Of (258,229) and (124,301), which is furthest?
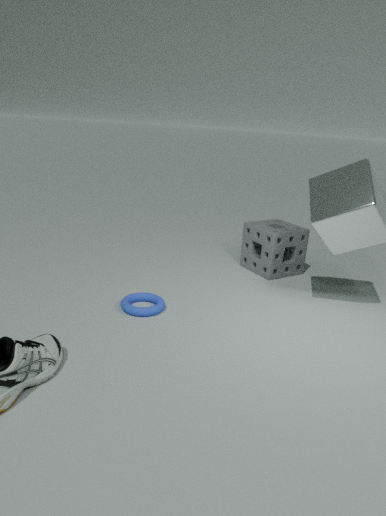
(258,229)
